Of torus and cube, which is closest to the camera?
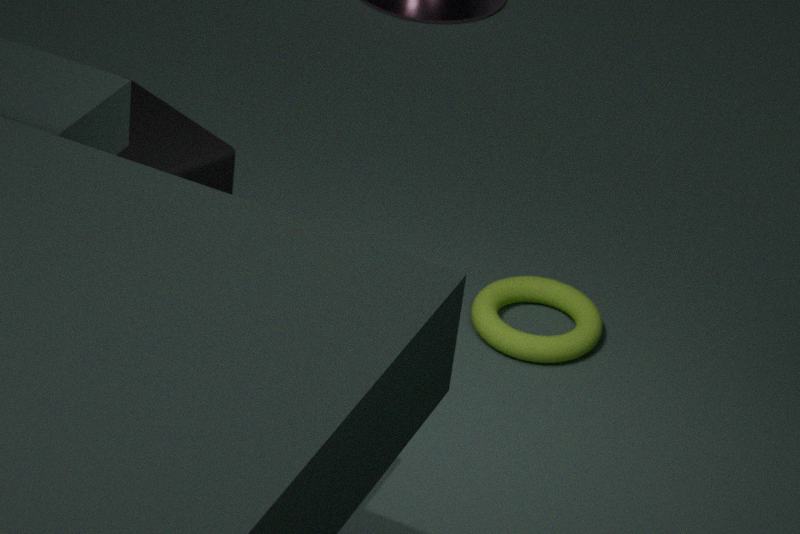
cube
